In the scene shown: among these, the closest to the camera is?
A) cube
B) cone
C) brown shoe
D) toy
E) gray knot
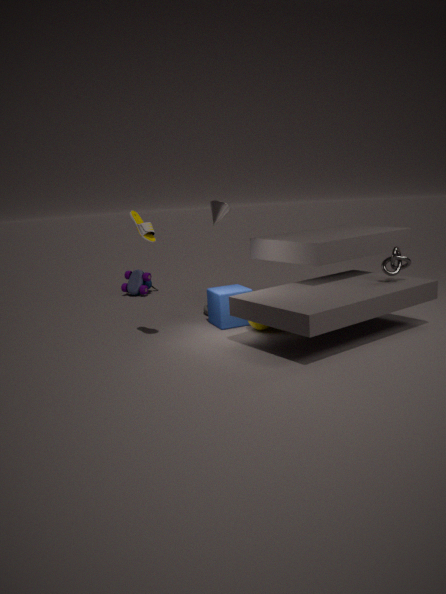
brown shoe
